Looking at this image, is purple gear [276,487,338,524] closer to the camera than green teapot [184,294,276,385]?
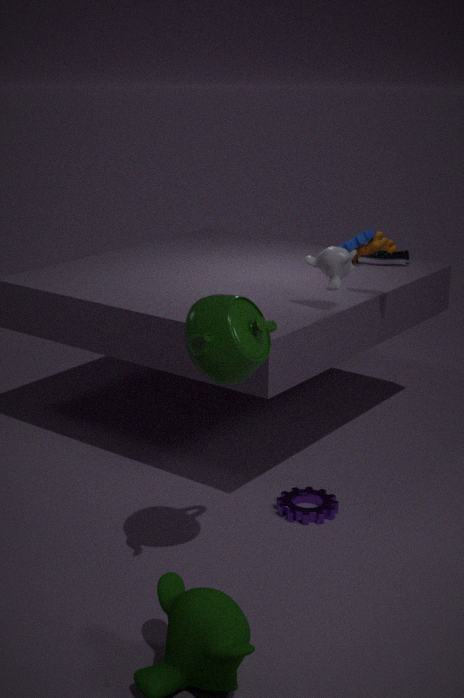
No
